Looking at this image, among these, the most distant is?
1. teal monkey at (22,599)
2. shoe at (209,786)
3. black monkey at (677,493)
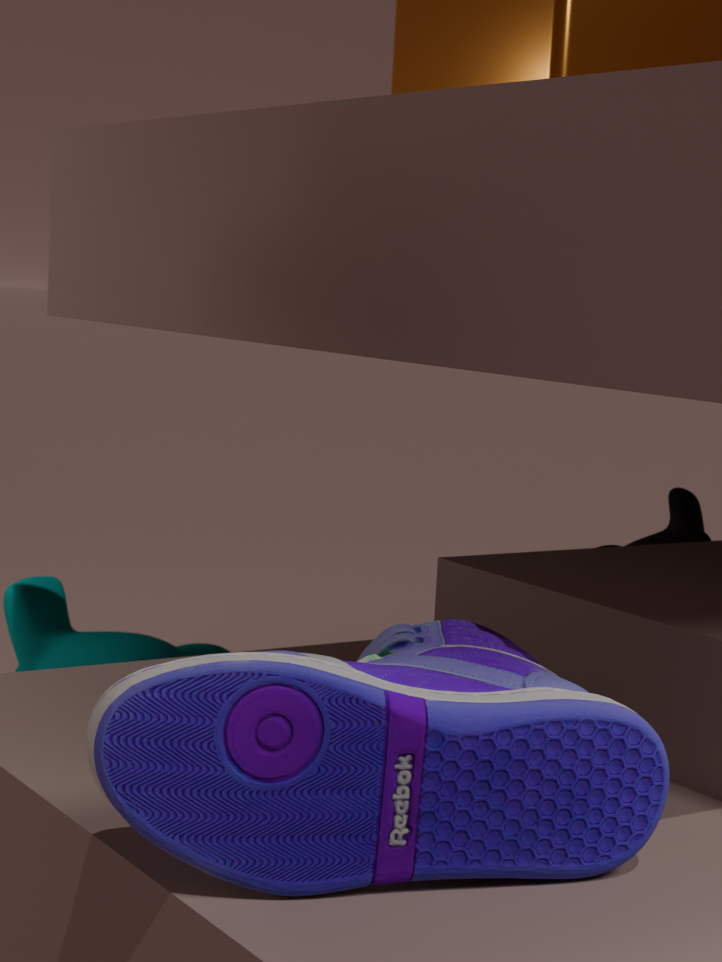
teal monkey at (22,599)
